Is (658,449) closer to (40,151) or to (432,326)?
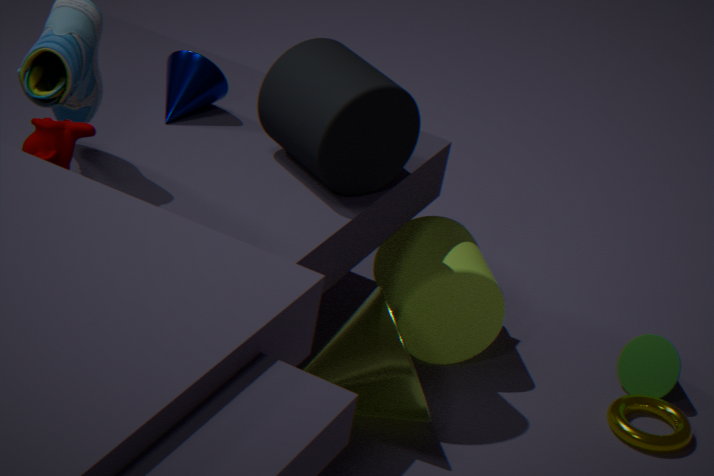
(432,326)
